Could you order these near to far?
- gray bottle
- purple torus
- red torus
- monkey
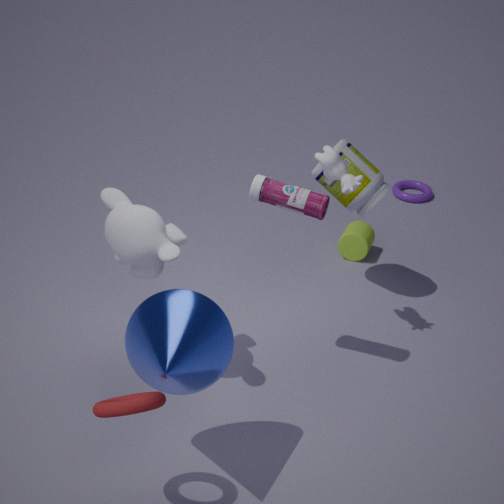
red torus, monkey, gray bottle, purple torus
